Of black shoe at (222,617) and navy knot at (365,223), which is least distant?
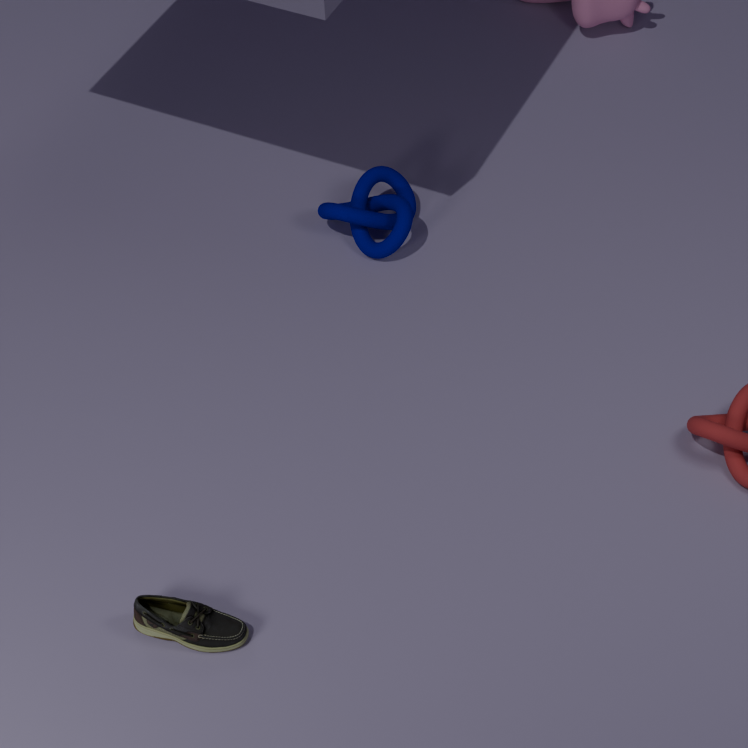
black shoe at (222,617)
